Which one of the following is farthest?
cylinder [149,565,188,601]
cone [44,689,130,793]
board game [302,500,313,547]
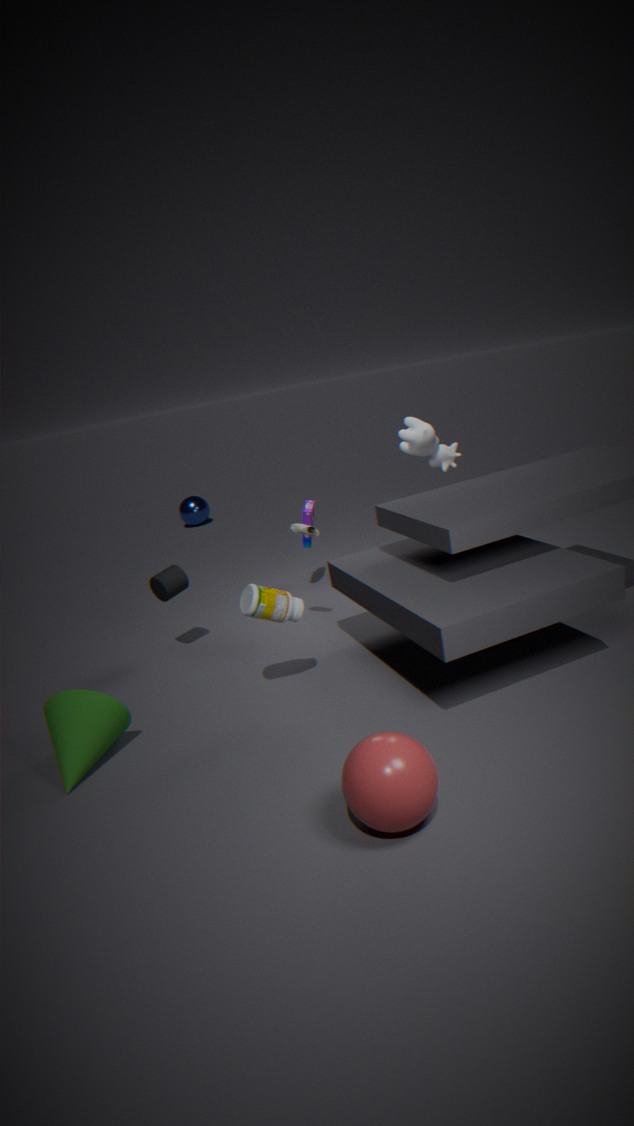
board game [302,500,313,547]
